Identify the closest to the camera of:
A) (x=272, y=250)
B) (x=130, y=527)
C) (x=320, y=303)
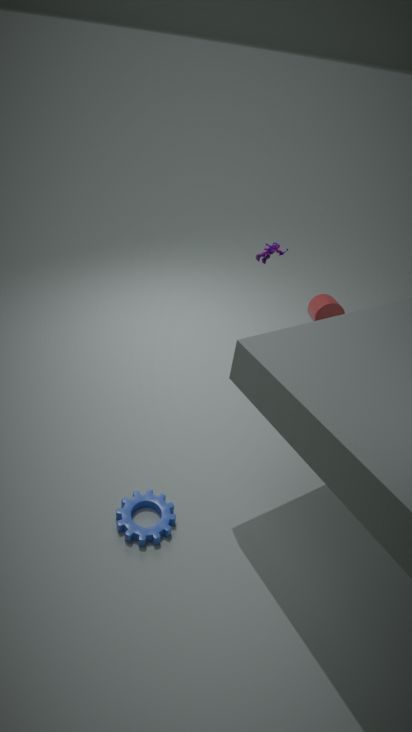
B. (x=130, y=527)
